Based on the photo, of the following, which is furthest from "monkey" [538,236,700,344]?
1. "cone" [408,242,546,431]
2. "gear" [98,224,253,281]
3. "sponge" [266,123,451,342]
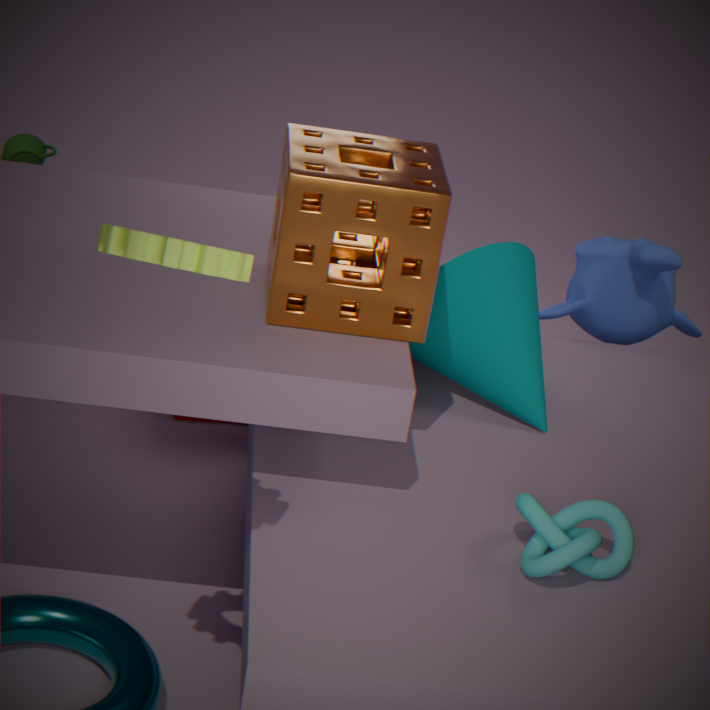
"gear" [98,224,253,281]
